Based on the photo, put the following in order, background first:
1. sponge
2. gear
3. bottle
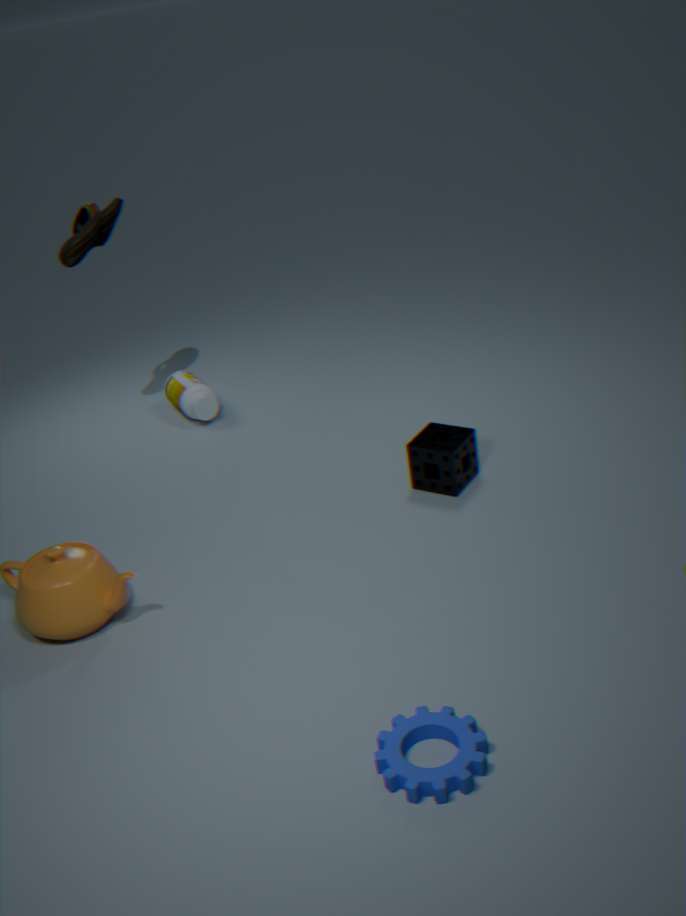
bottle < sponge < gear
